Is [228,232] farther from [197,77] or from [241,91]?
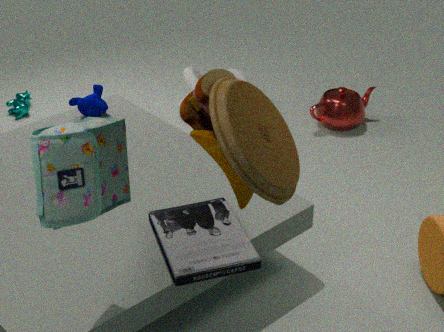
[197,77]
